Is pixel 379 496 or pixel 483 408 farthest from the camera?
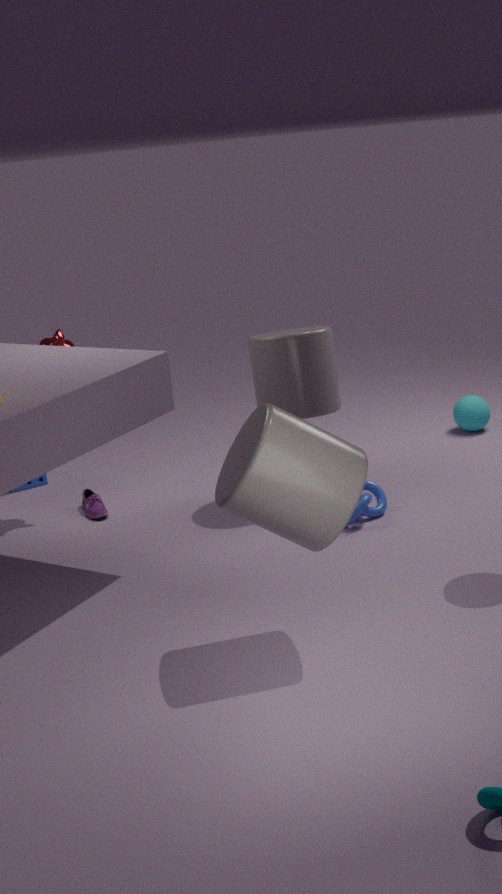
pixel 483 408
